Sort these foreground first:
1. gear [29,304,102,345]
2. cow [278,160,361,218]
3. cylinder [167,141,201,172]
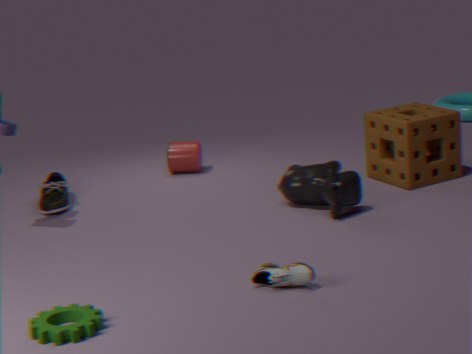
gear [29,304,102,345] → cow [278,160,361,218] → cylinder [167,141,201,172]
